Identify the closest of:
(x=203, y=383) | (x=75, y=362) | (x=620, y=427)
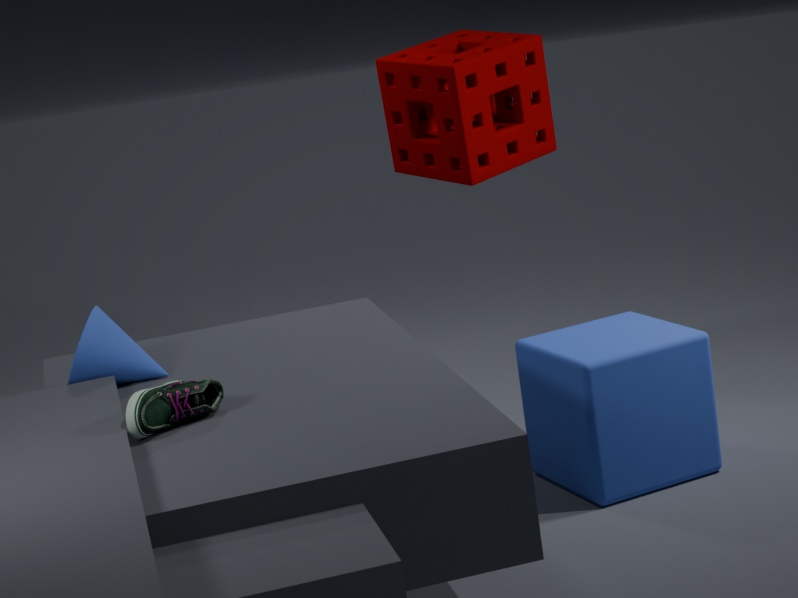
(x=203, y=383)
